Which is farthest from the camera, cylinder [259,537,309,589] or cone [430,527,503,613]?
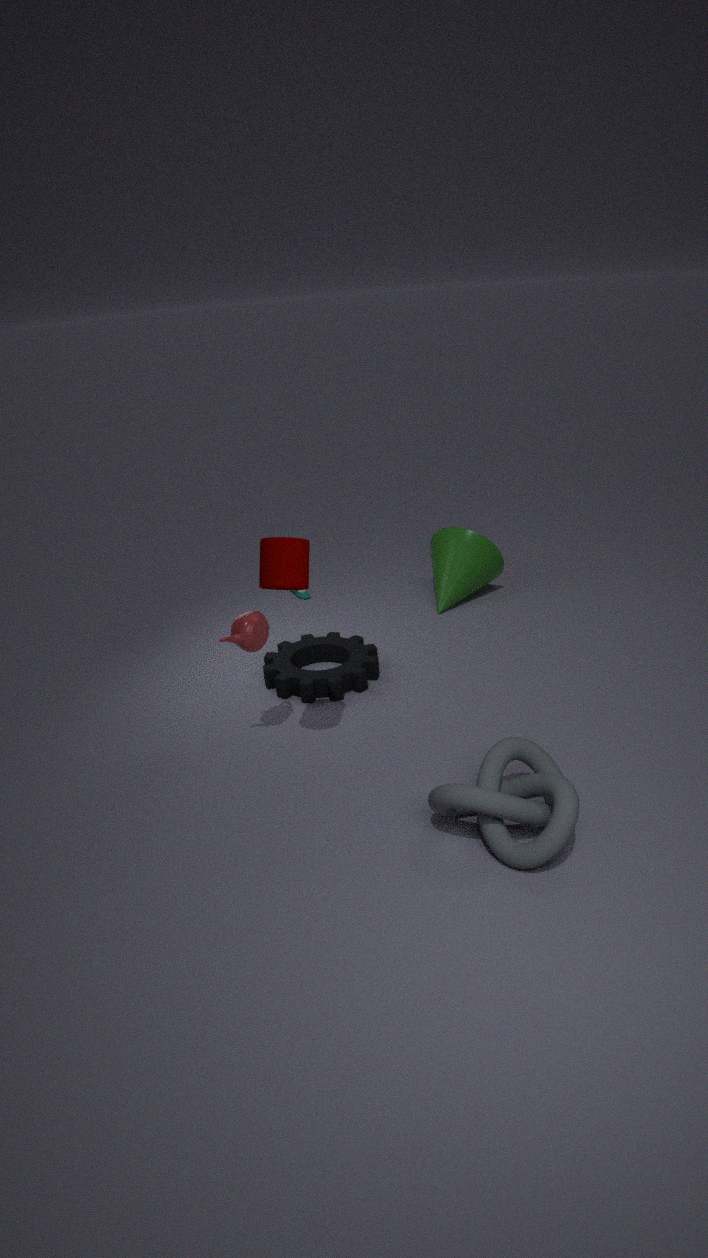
cone [430,527,503,613]
